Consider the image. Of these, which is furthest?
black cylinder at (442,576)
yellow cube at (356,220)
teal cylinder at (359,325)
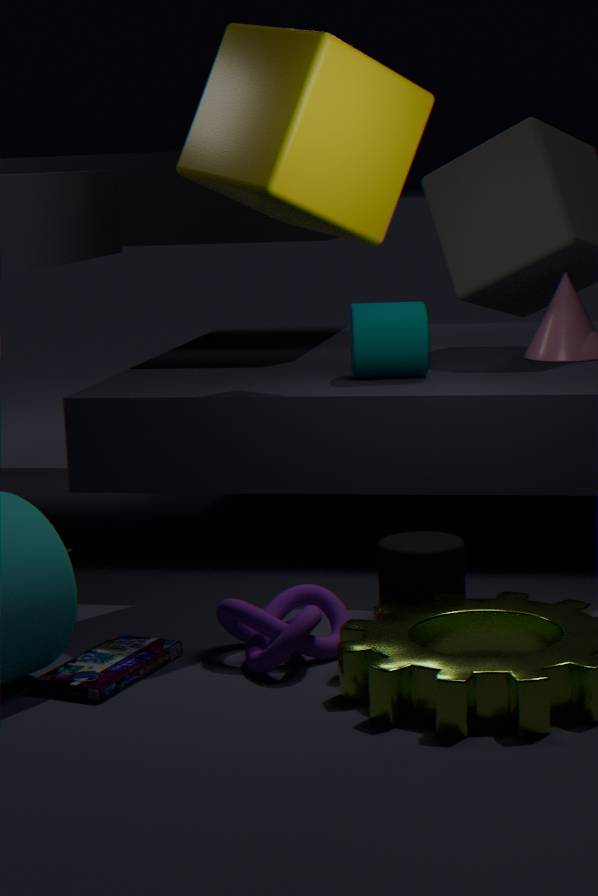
teal cylinder at (359,325)
